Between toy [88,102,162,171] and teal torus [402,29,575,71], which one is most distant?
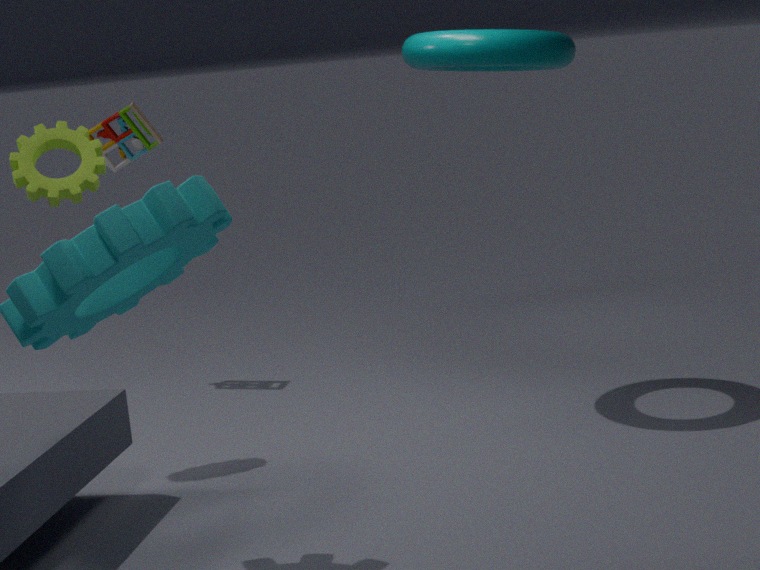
toy [88,102,162,171]
